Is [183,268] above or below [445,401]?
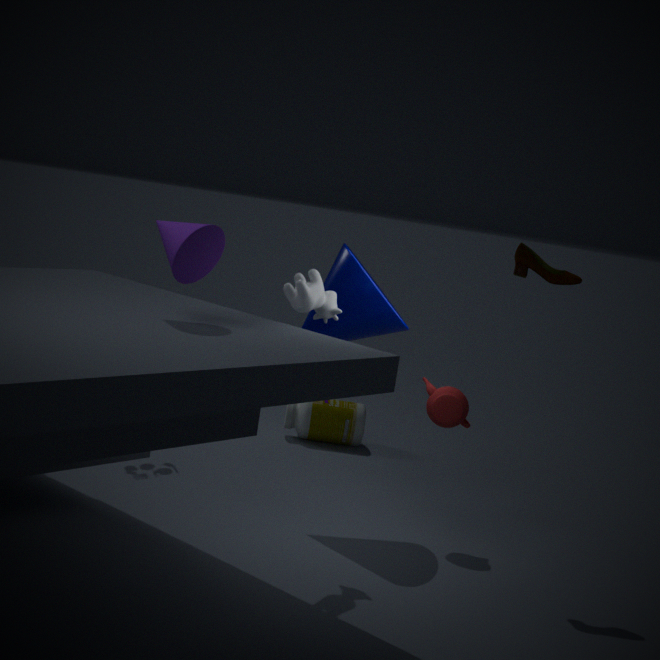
above
